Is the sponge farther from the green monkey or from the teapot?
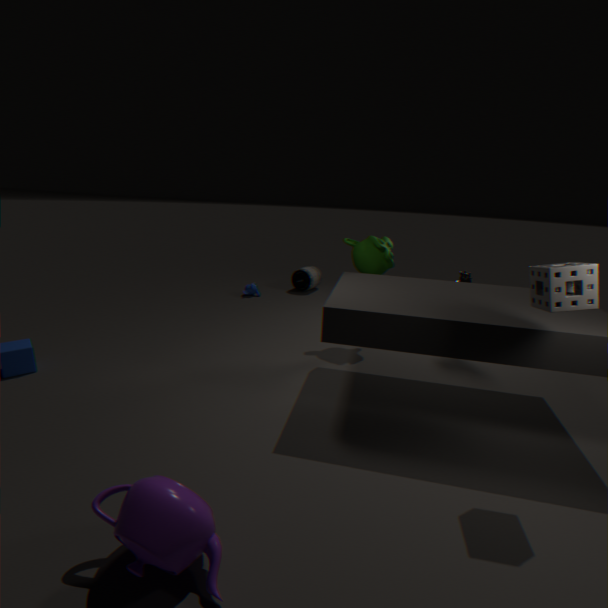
the teapot
